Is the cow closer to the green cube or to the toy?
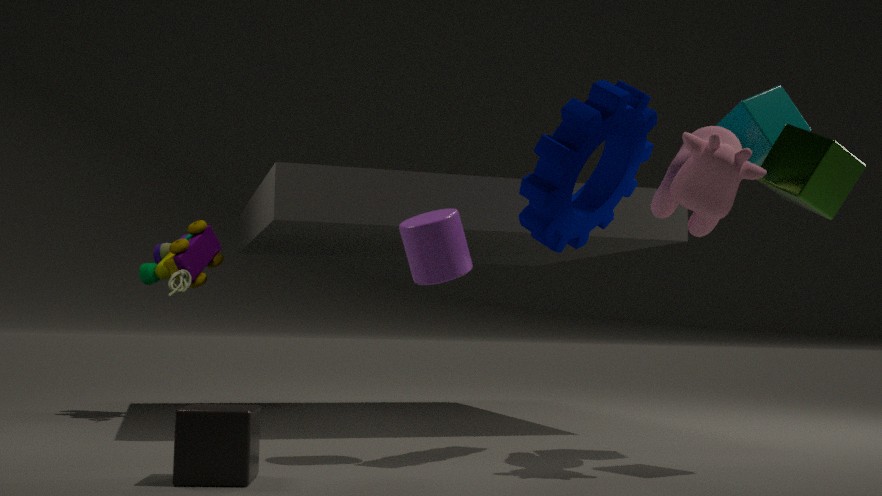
the green cube
